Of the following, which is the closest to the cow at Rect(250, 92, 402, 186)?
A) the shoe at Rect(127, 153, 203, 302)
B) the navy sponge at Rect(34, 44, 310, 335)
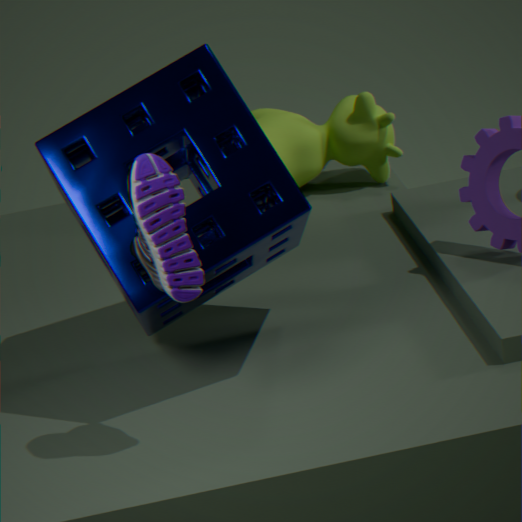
the navy sponge at Rect(34, 44, 310, 335)
